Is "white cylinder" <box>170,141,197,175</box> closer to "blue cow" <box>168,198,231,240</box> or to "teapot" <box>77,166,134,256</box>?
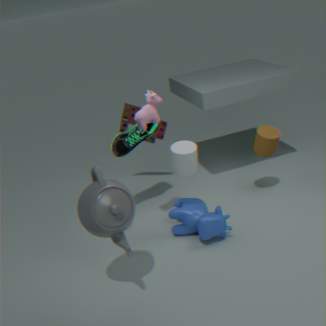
"blue cow" <box>168,198,231,240</box>
